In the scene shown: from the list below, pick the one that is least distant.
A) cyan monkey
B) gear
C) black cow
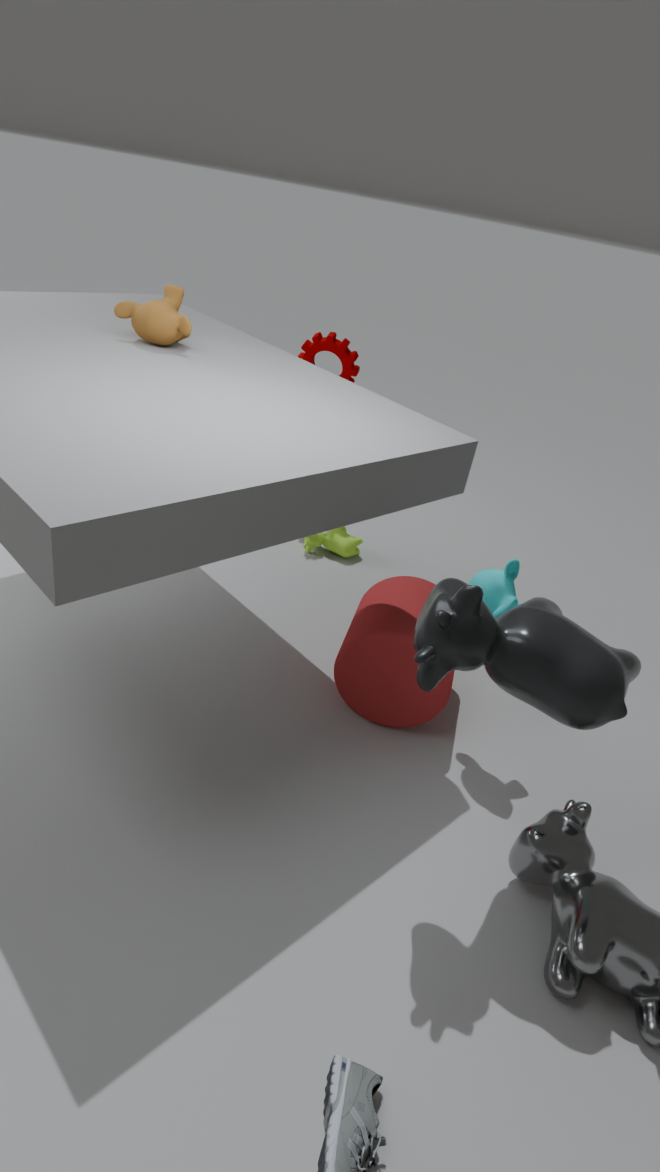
black cow
